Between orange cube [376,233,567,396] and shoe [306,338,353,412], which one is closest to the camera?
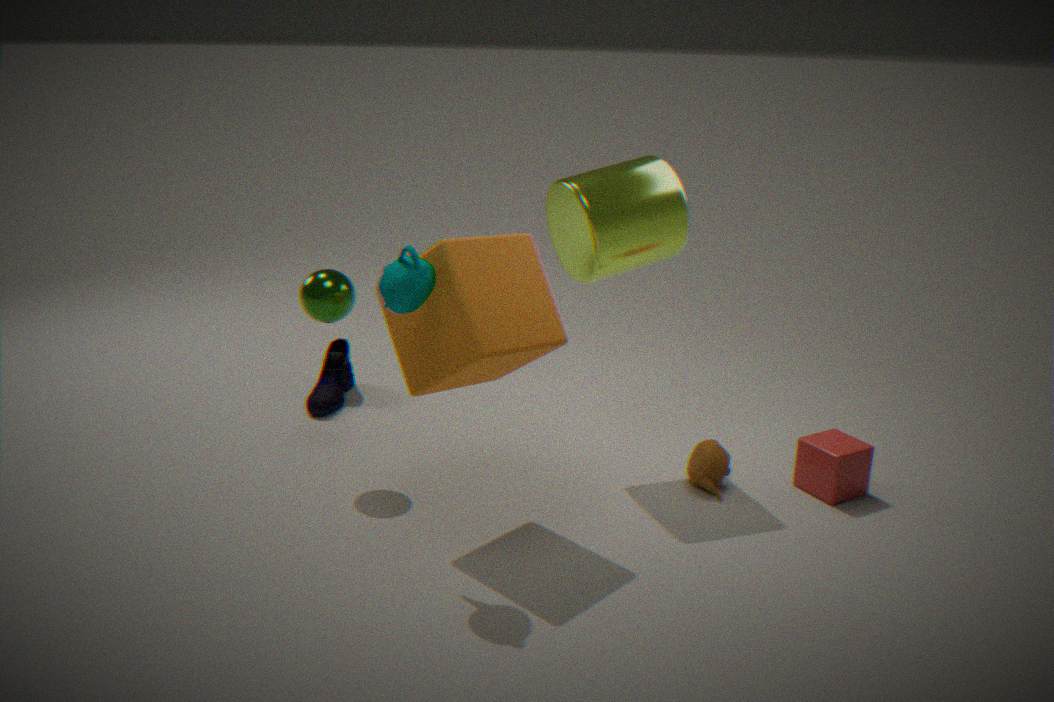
orange cube [376,233,567,396]
